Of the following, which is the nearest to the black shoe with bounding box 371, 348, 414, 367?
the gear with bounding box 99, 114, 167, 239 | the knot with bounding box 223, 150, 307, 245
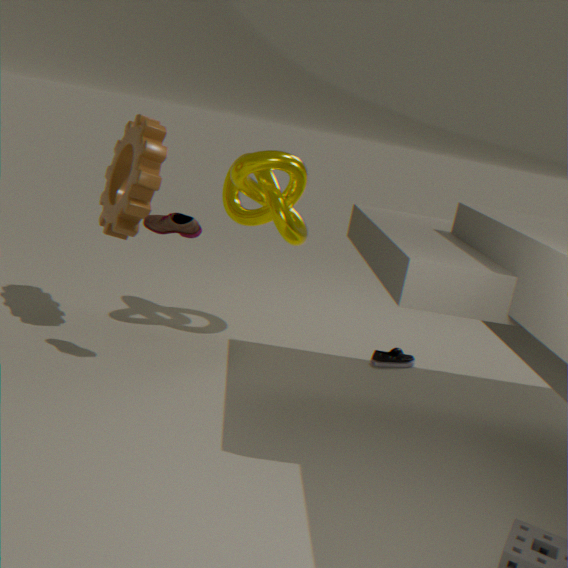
the knot with bounding box 223, 150, 307, 245
